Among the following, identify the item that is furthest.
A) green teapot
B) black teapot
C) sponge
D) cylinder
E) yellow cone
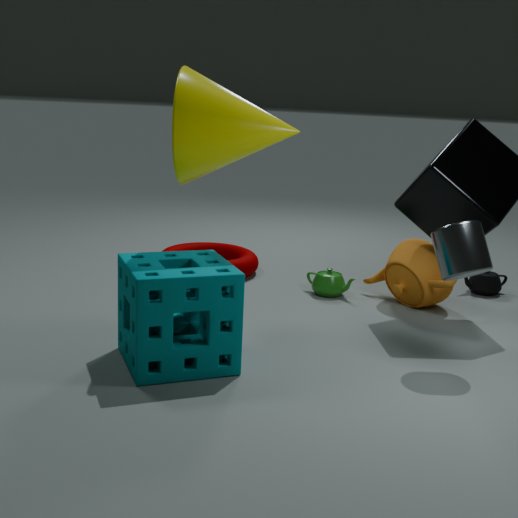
black teapot
